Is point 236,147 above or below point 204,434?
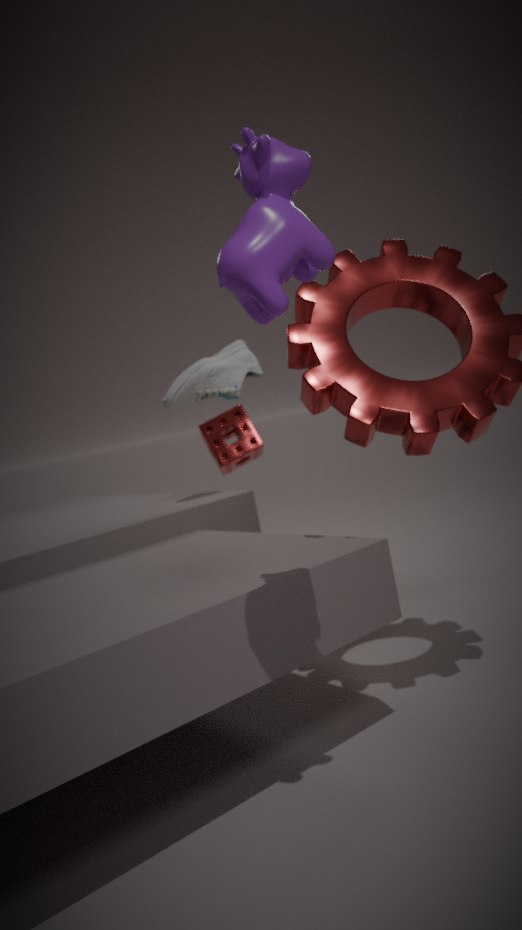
above
